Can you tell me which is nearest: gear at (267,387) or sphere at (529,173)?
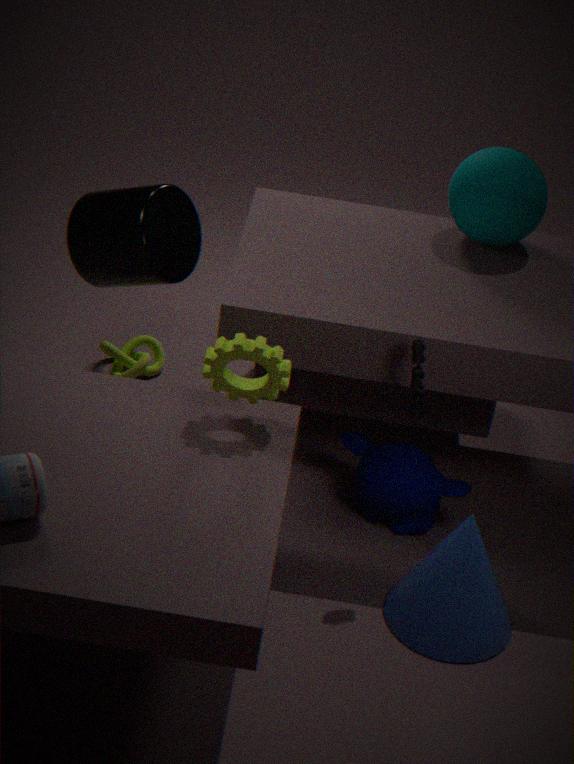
gear at (267,387)
